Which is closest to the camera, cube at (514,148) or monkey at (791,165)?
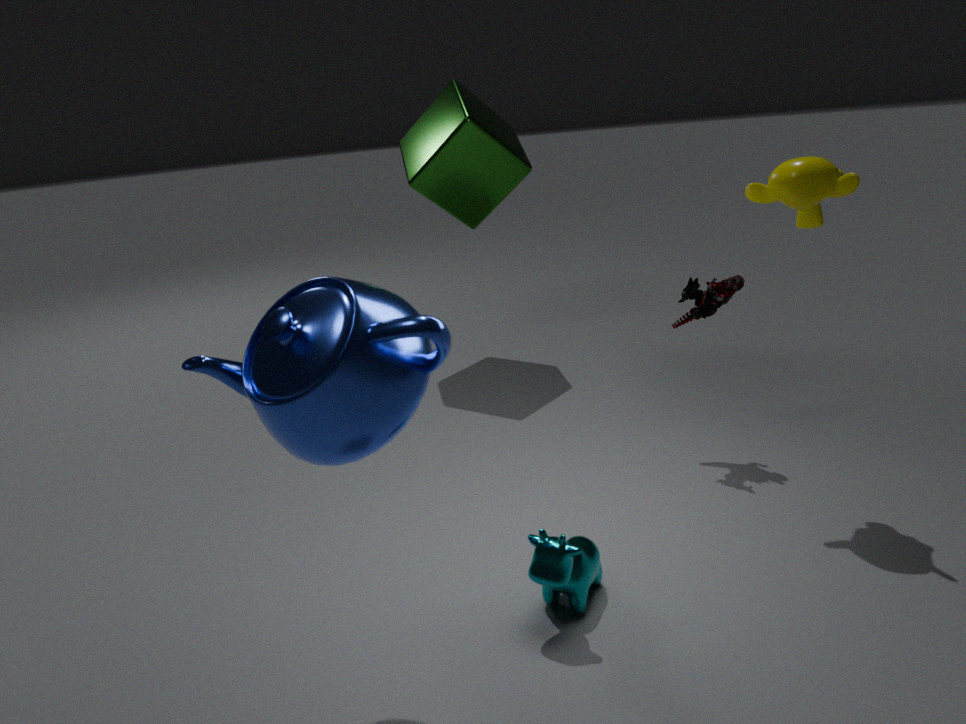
monkey at (791,165)
